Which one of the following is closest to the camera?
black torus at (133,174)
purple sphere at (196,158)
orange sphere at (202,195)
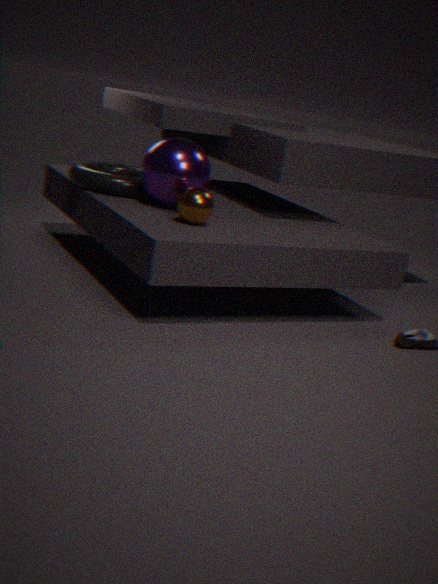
orange sphere at (202,195)
